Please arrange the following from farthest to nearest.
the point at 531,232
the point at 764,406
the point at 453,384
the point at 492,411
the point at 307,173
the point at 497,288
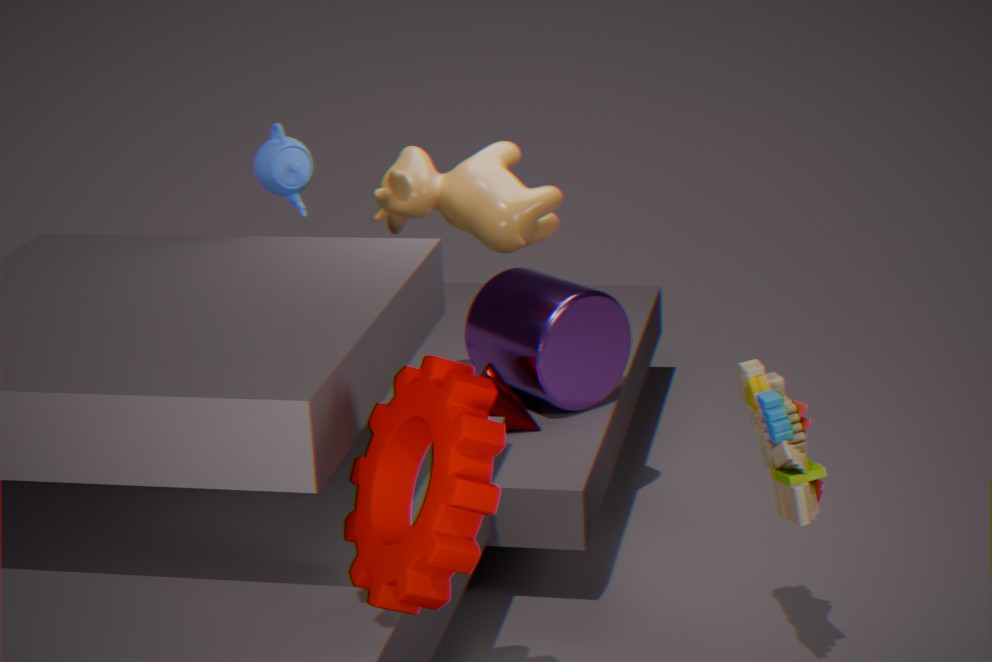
the point at 497,288
the point at 492,411
the point at 531,232
the point at 307,173
the point at 764,406
the point at 453,384
